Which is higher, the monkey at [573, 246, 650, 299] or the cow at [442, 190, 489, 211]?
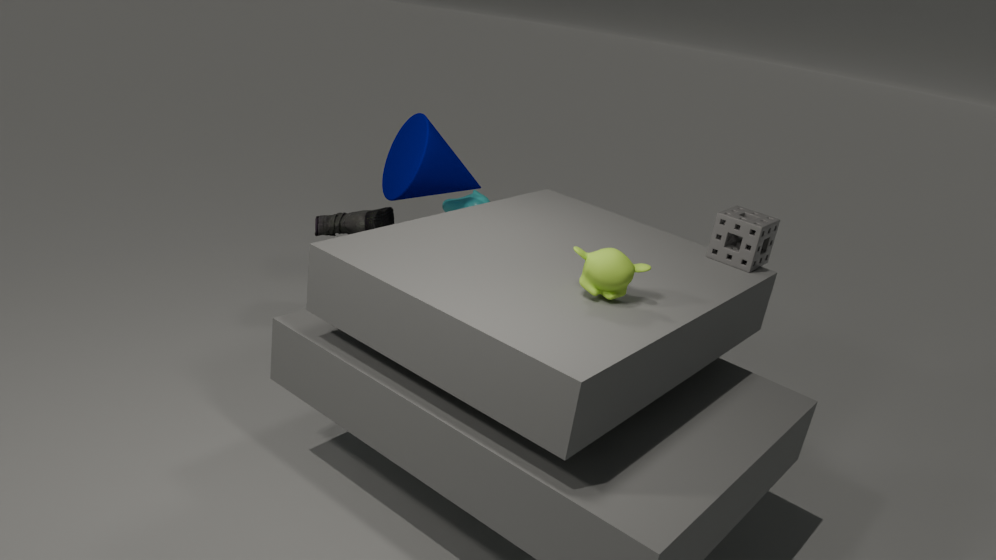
the monkey at [573, 246, 650, 299]
